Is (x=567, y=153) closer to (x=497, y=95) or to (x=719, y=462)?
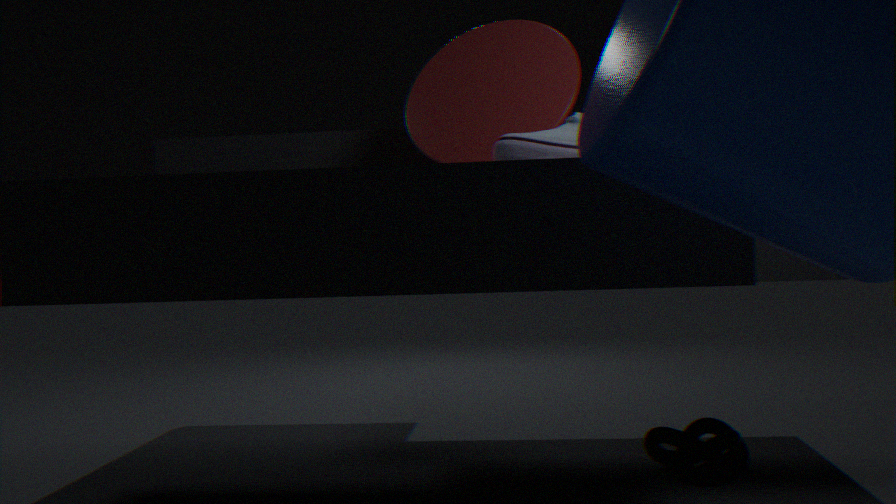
(x=497, y=95)
